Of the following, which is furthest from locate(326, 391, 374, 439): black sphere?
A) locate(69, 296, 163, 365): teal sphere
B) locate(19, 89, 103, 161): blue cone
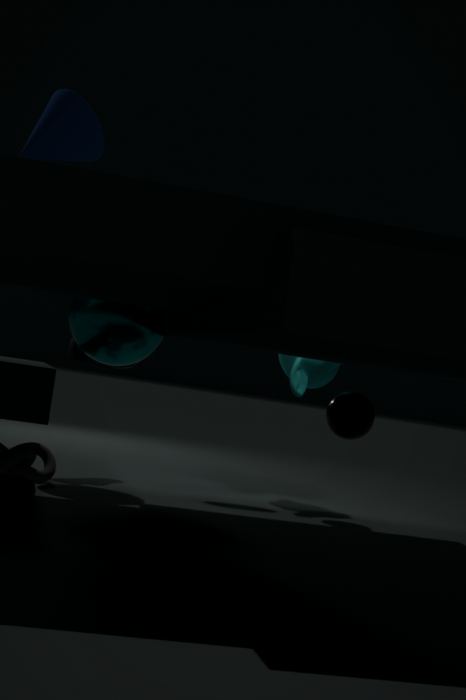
locate(19, 89, 103, 161): blue cone
